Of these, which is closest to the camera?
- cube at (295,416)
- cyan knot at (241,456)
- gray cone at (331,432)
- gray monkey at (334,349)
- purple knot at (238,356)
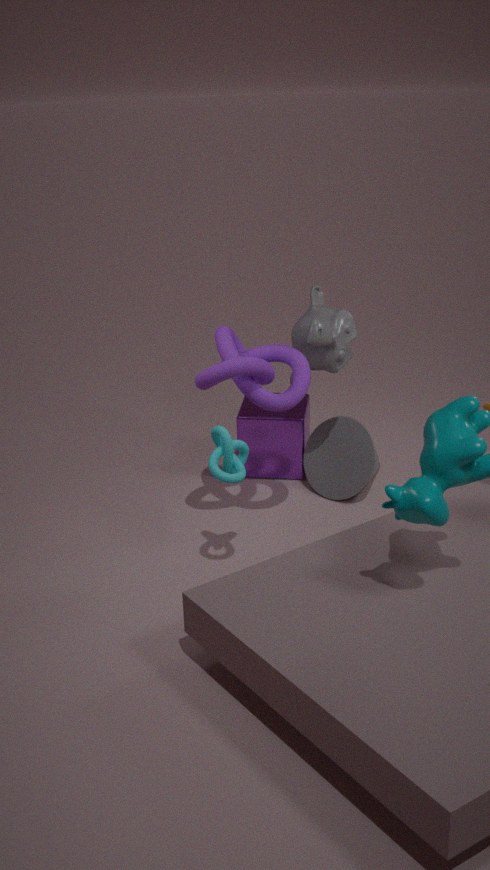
cyan knot at (241,456)
